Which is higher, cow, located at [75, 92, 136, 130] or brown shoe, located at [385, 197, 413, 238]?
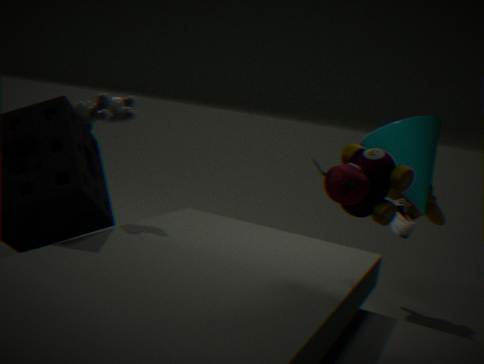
cow, located at [75, 92, 136, 130]
